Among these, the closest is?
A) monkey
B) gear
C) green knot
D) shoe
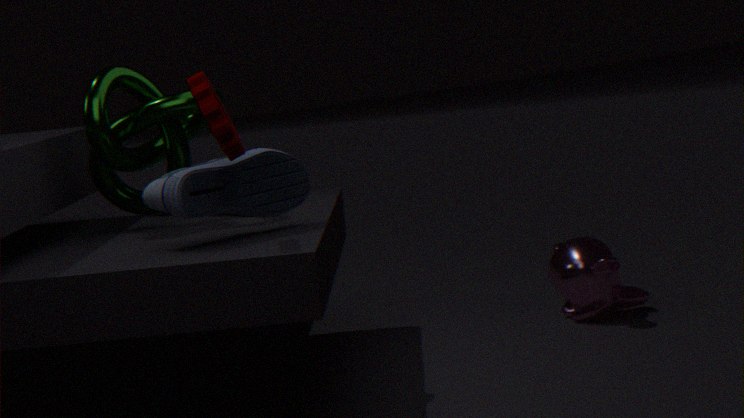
gear
